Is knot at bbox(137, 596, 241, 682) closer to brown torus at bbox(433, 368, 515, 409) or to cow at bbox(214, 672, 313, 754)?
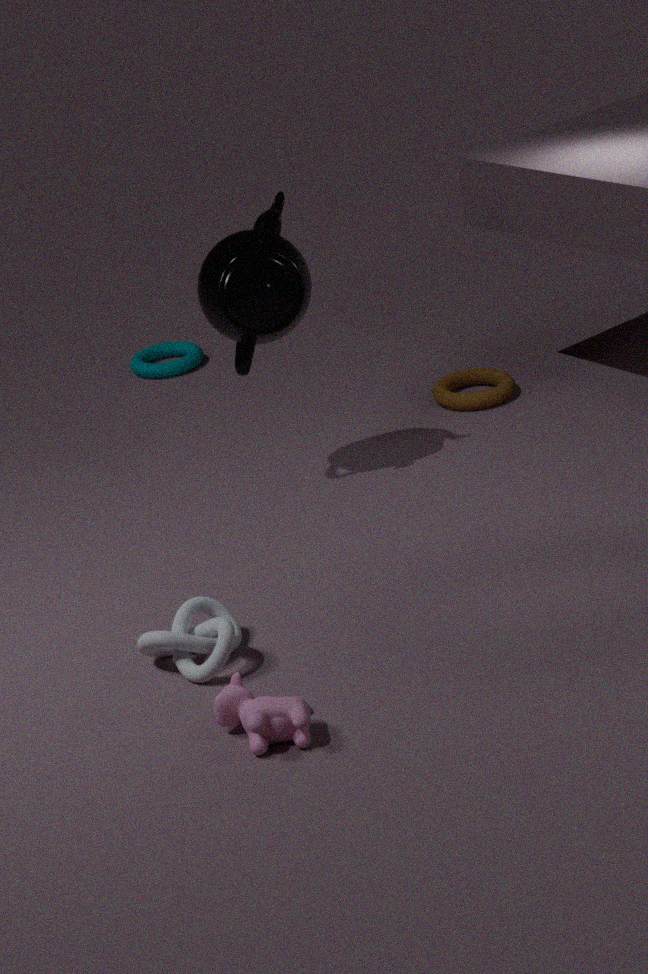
cow at bbox(214, 672, 313, 754)
